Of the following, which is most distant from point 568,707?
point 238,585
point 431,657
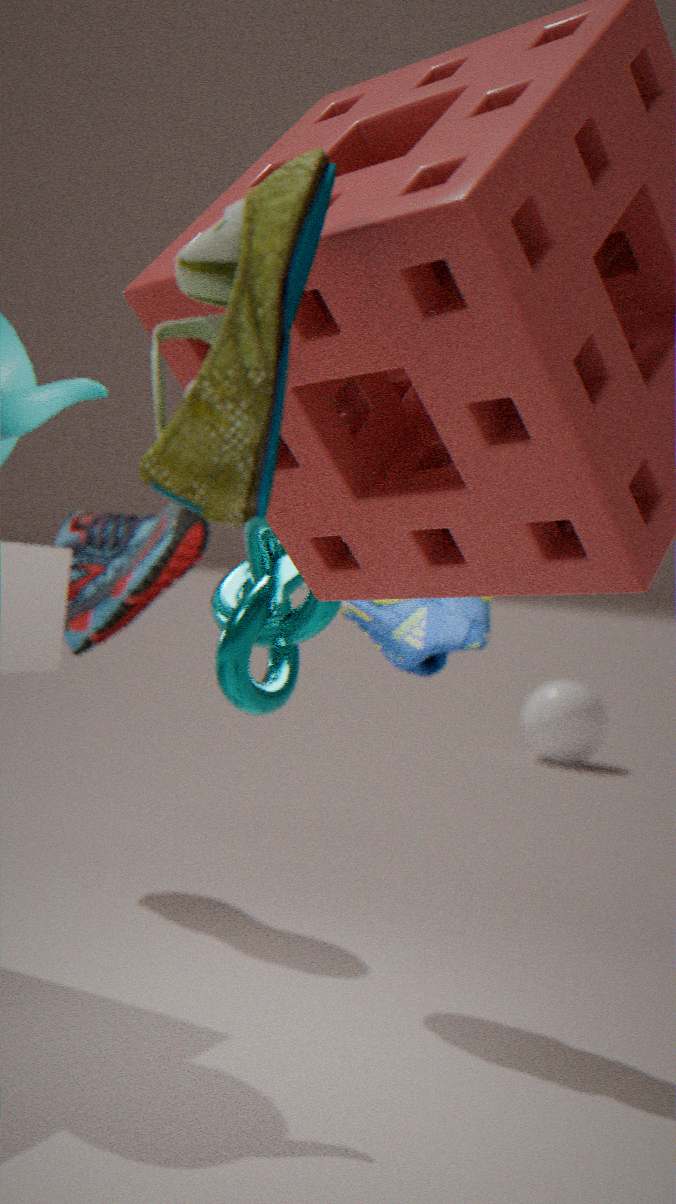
point 238,585
